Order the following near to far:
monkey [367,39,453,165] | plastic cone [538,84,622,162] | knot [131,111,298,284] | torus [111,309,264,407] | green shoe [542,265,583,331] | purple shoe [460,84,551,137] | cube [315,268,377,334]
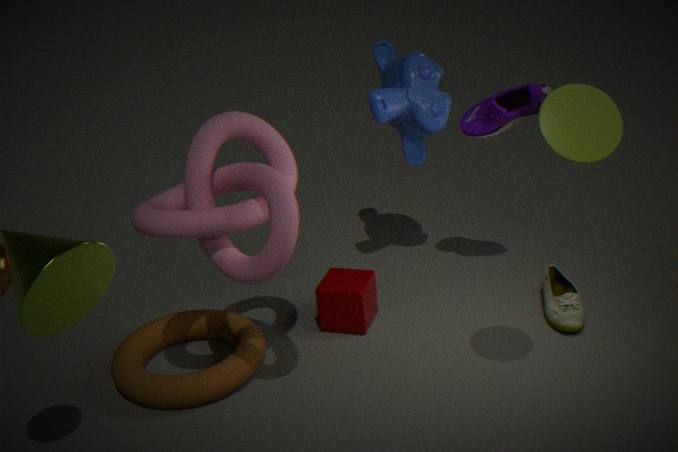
1. plastic cone [538,84,622,162]
2. knot [131,111,298,284]
3. torus [111,309,264,407]
4. purple shoe [460,84,551,137]
5. green shoe [542,265,583,331]
6. monkey [367,39,453,165]
7. cube [315,268,377,334]
